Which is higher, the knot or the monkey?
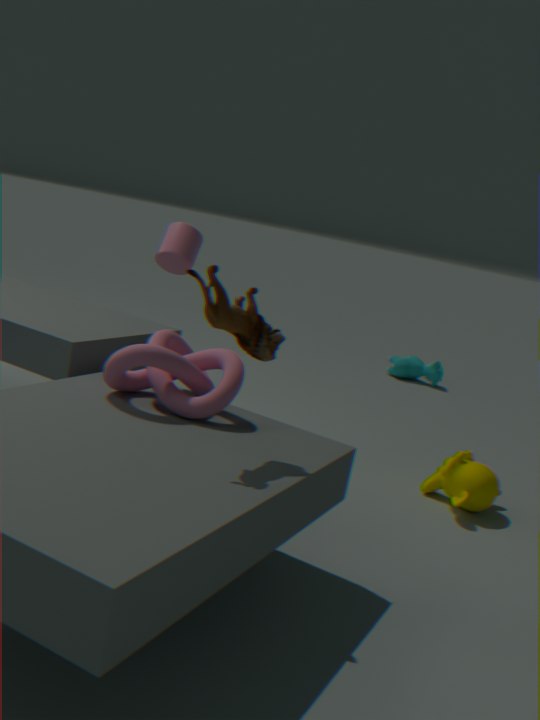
the knot
